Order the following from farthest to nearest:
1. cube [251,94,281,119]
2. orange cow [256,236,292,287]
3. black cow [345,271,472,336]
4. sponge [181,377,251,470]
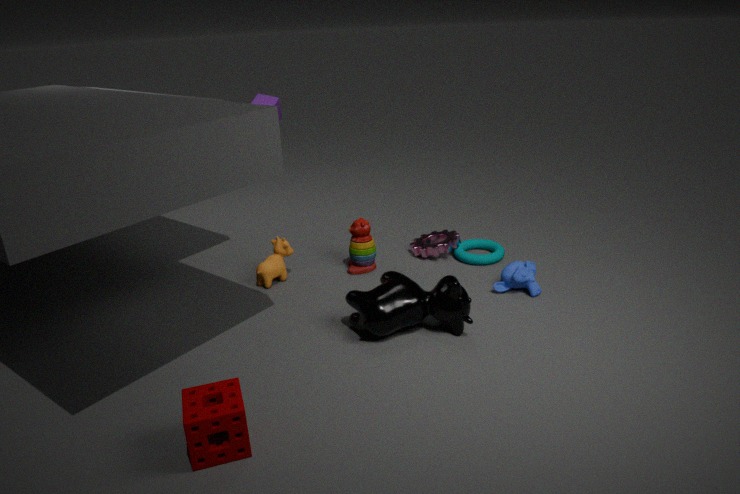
cube [251,94,281,119] → orange cow [256,236,292,287] → black cow [345,271,472,336] → sponge [181,377,251,470]
